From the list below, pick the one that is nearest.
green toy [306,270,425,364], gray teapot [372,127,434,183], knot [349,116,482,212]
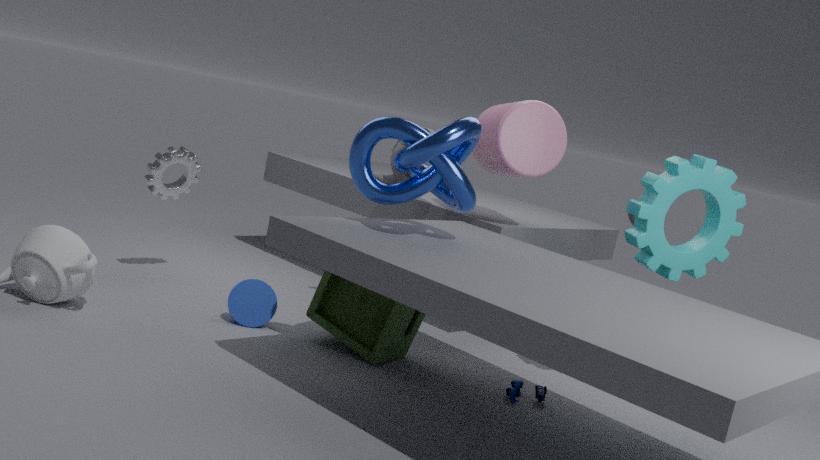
knot [349,116,482,212]
